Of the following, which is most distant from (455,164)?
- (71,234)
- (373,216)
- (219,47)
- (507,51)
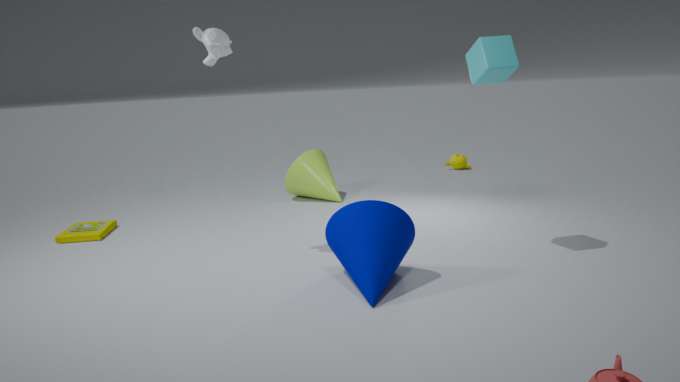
(71,234)
